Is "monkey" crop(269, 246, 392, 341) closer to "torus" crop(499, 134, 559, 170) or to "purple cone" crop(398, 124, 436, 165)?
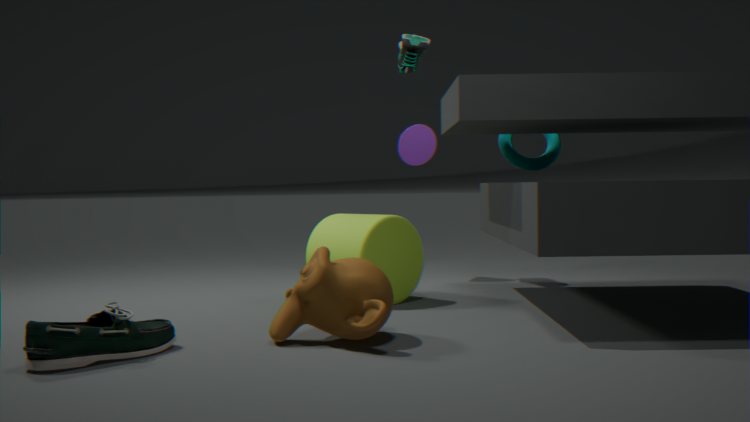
"torus" crop(499, 134, 559, 170)
